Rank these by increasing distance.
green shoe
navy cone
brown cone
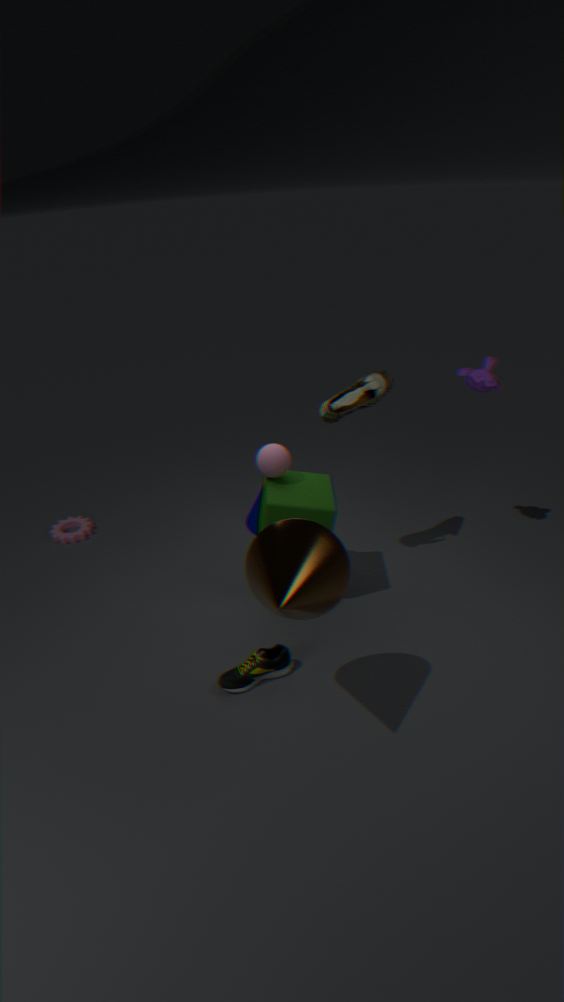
brown cone, green shoe, navy cone
